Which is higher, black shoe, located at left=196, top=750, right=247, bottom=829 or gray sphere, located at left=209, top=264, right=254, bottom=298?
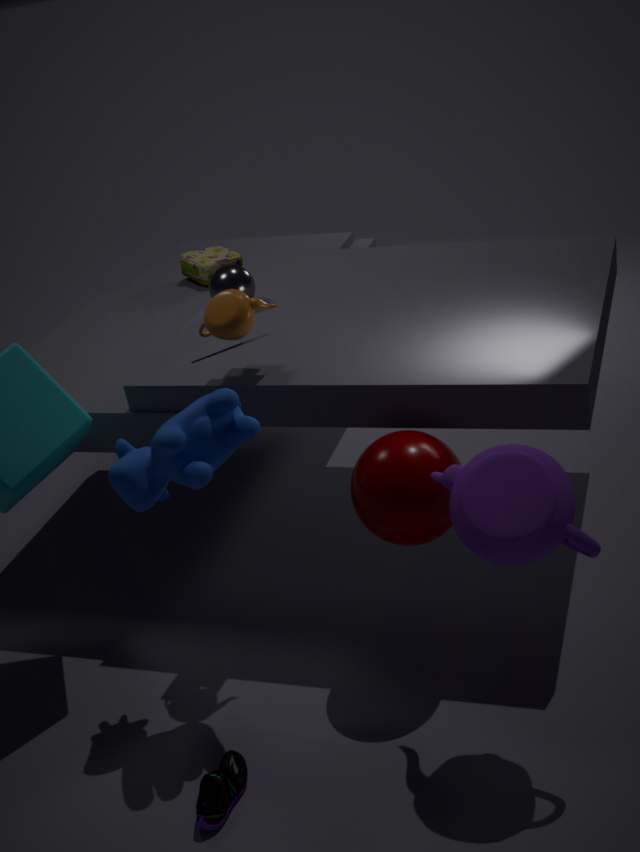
gray sphere, located at left=209, top=264, right=254, bottom=298
